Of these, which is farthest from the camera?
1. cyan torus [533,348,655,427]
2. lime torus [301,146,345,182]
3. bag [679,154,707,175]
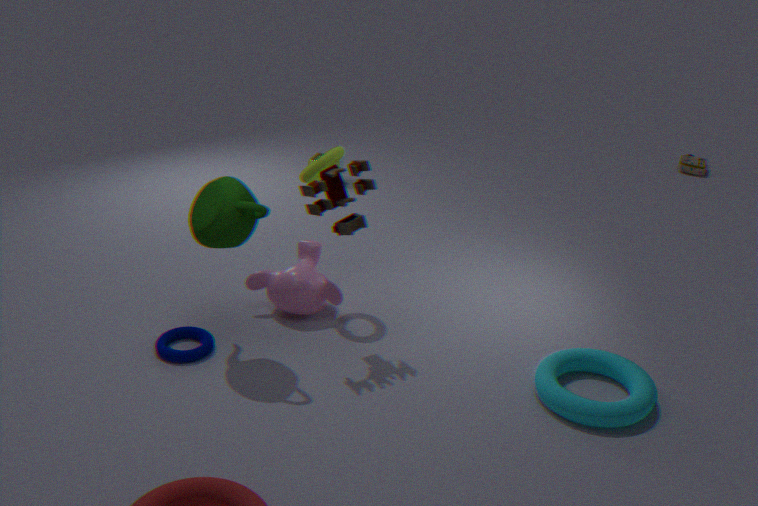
bag [679,154,707,175]
